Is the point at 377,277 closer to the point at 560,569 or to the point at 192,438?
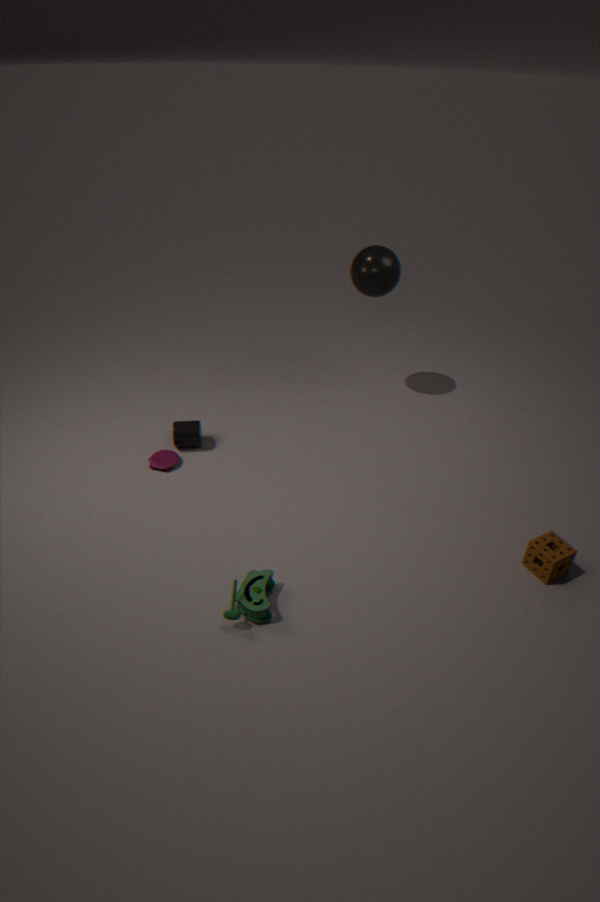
the point at 192,438
